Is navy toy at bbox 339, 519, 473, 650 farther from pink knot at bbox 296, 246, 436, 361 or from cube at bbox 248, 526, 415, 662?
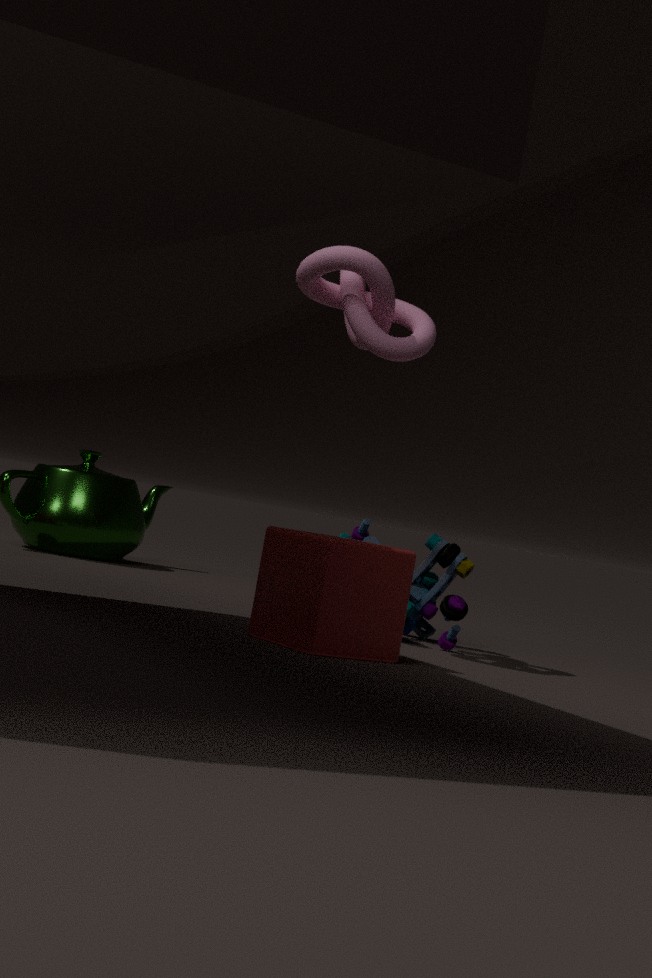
pink knot at bbox 296, 246, 436, 361
